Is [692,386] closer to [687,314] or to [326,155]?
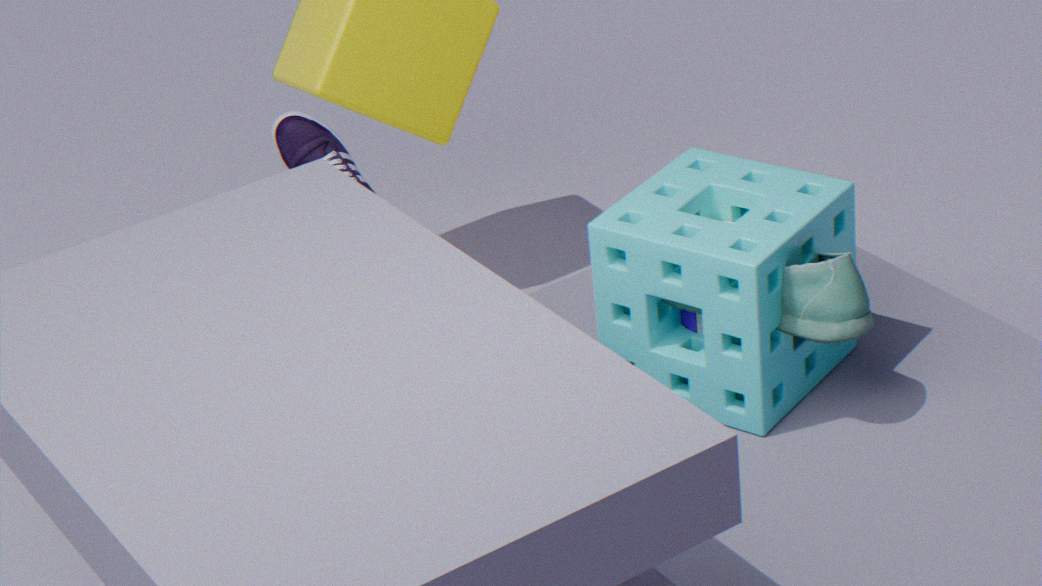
[687,314]
